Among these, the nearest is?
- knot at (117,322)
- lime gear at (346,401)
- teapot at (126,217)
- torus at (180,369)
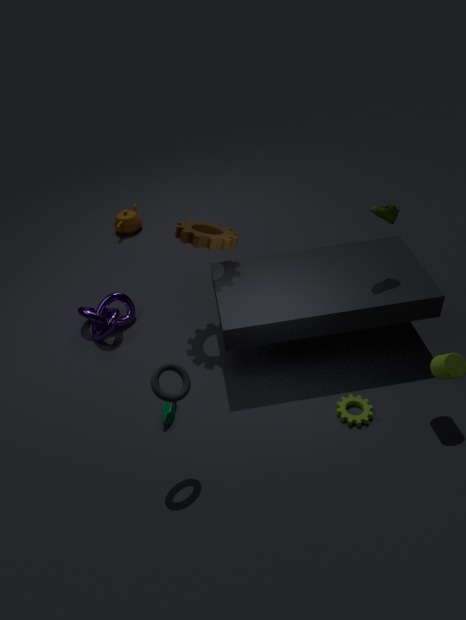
torus at (180,369)
